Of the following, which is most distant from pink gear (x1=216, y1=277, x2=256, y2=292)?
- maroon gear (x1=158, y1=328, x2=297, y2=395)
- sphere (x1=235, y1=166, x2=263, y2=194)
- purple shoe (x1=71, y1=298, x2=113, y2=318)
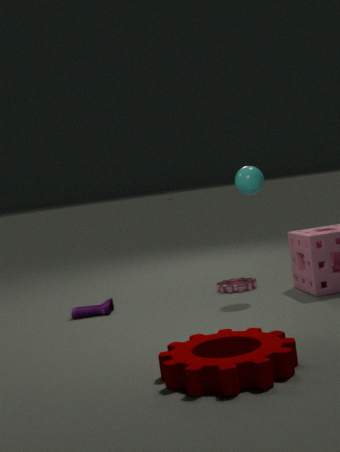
maroon gear (x1=158, y1=328, x2=297, y2=395)
